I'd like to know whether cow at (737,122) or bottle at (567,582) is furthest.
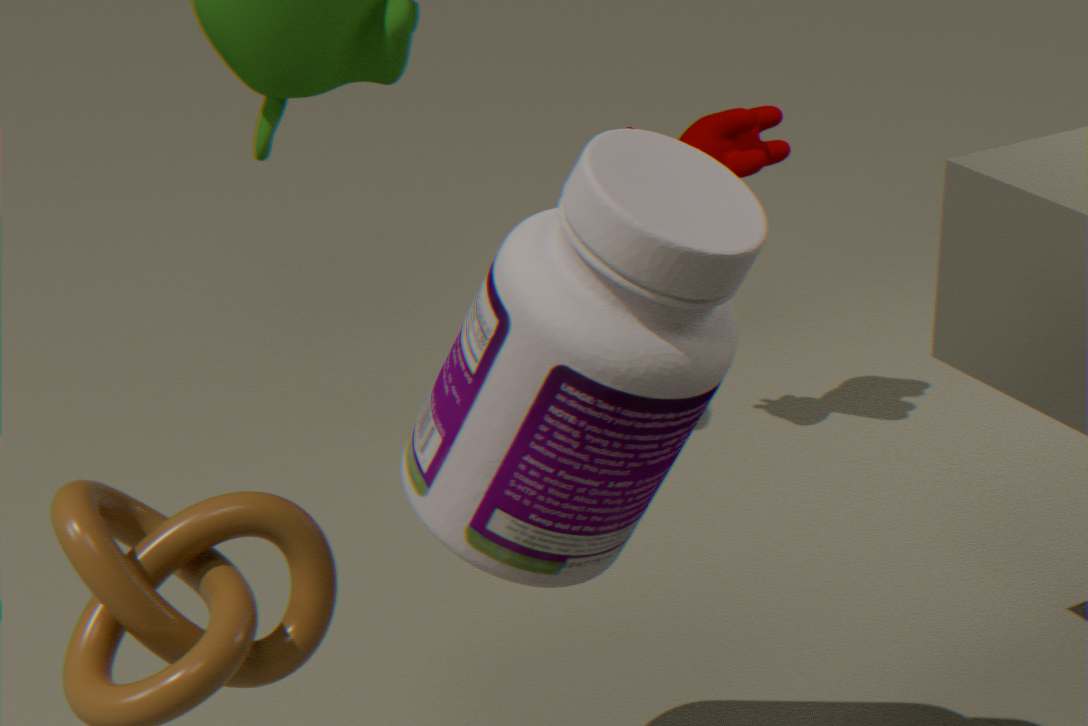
cow at (737,122)
